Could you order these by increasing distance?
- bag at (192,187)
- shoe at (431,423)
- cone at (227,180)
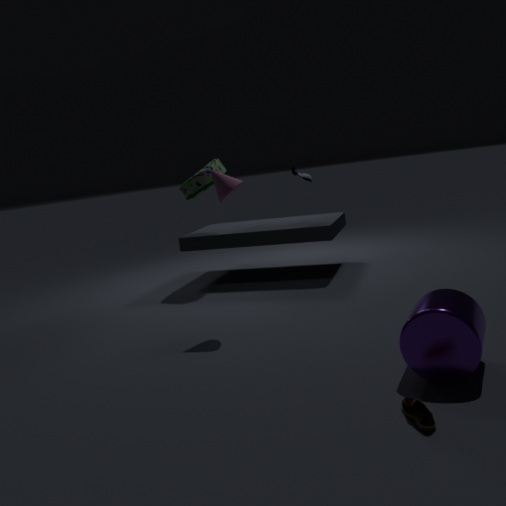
1. shoe at (431,423)
2. cone at (227,180)
3. bag at (192,187)
